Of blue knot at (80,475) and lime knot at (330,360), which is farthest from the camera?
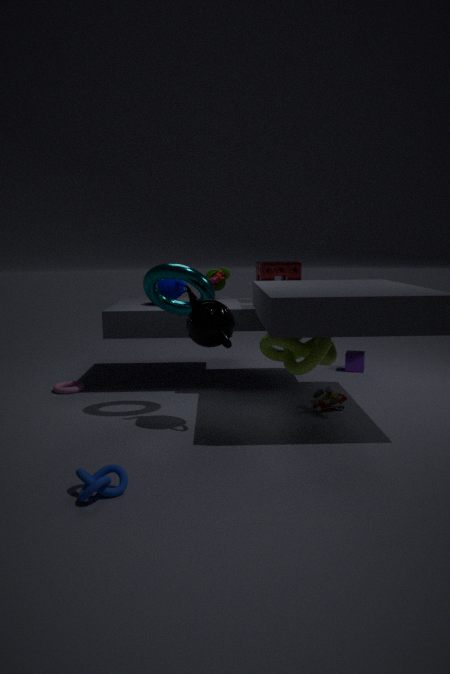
lime knot at (330,360)
